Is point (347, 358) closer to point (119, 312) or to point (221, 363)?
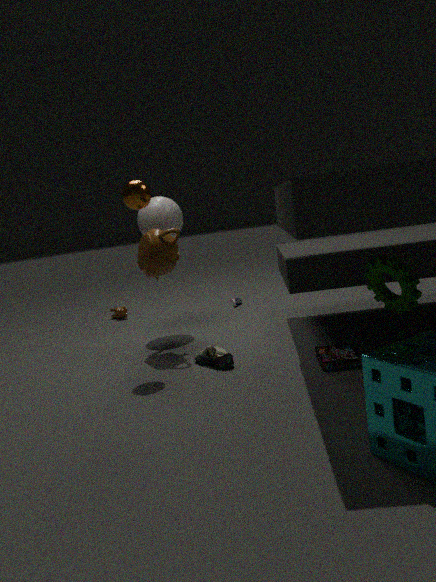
point (221, 363)
